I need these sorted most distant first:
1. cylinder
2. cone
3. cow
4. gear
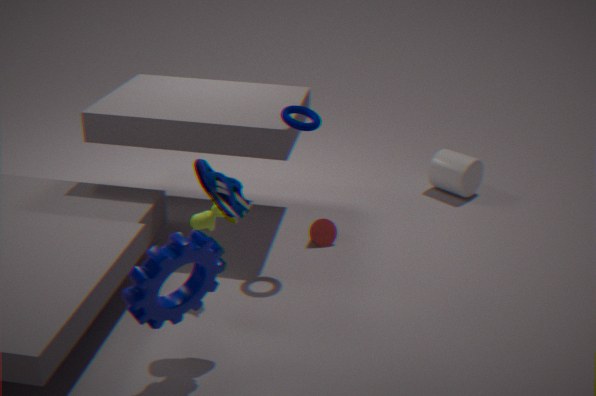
cylinder
cone
cow
gear
